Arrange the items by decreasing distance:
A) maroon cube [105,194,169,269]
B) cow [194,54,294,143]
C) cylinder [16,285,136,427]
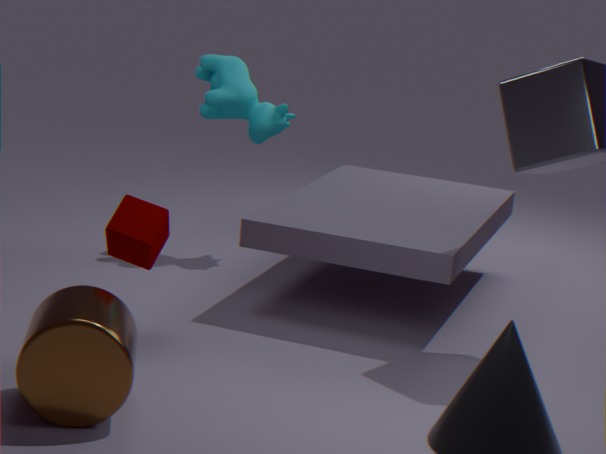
cow [194,54,294,143] < maroon cube [105,194,169,269] < cylinder [16,285,136,427]
